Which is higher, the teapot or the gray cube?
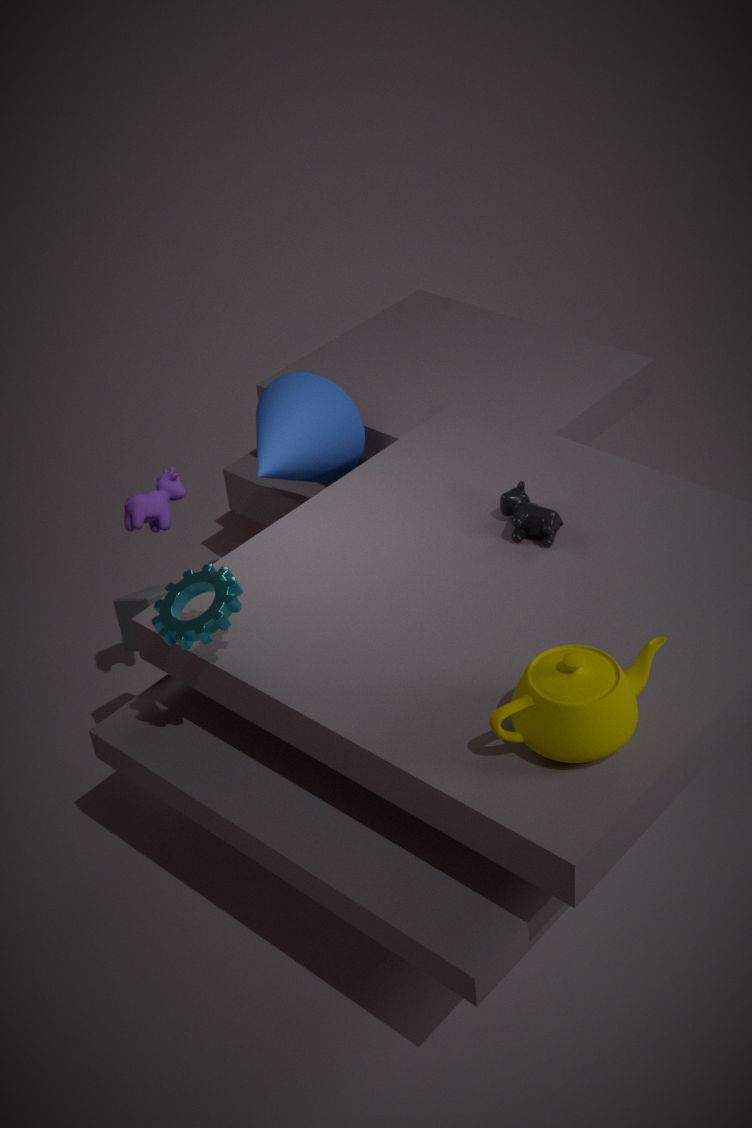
the teapot
